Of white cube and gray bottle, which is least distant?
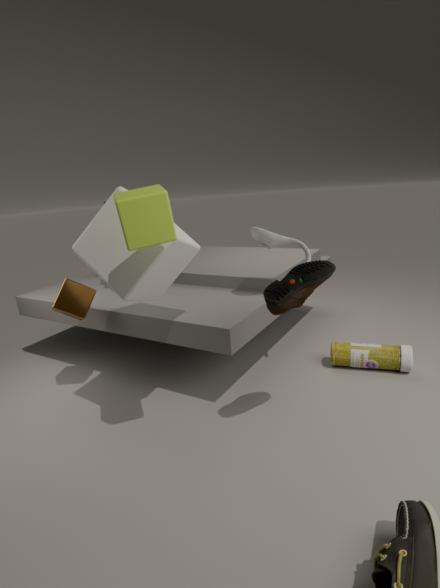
white cube
